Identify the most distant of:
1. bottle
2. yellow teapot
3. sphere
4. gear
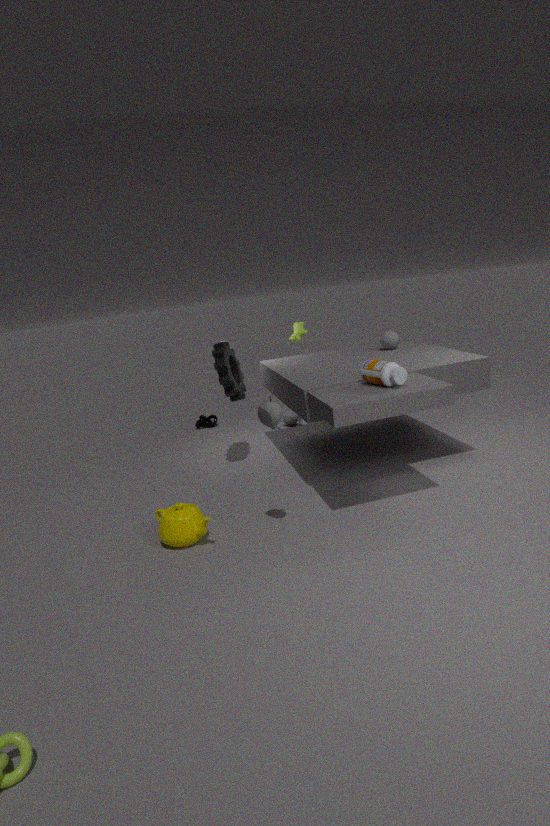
sphere
